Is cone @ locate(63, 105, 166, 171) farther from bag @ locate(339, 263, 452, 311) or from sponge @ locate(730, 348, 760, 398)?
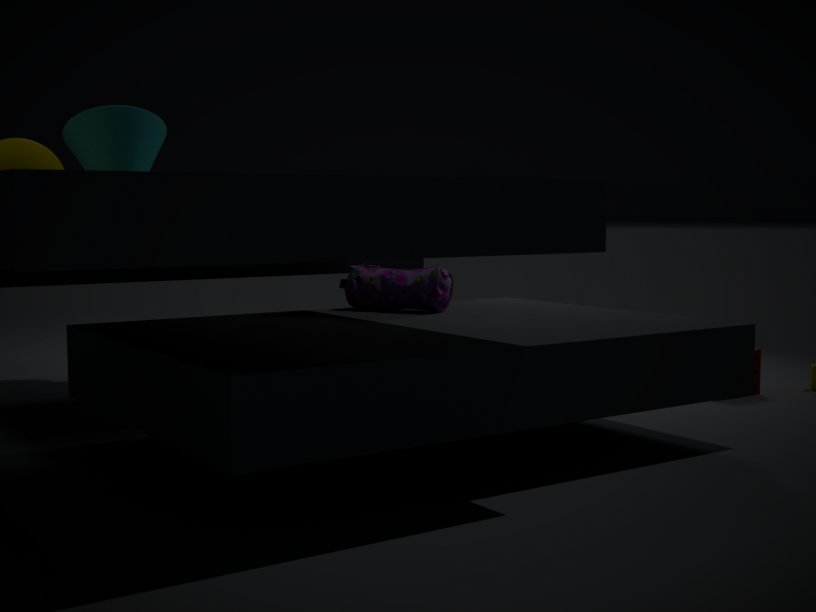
sponge @ locate(730, 348, 760, 398)
